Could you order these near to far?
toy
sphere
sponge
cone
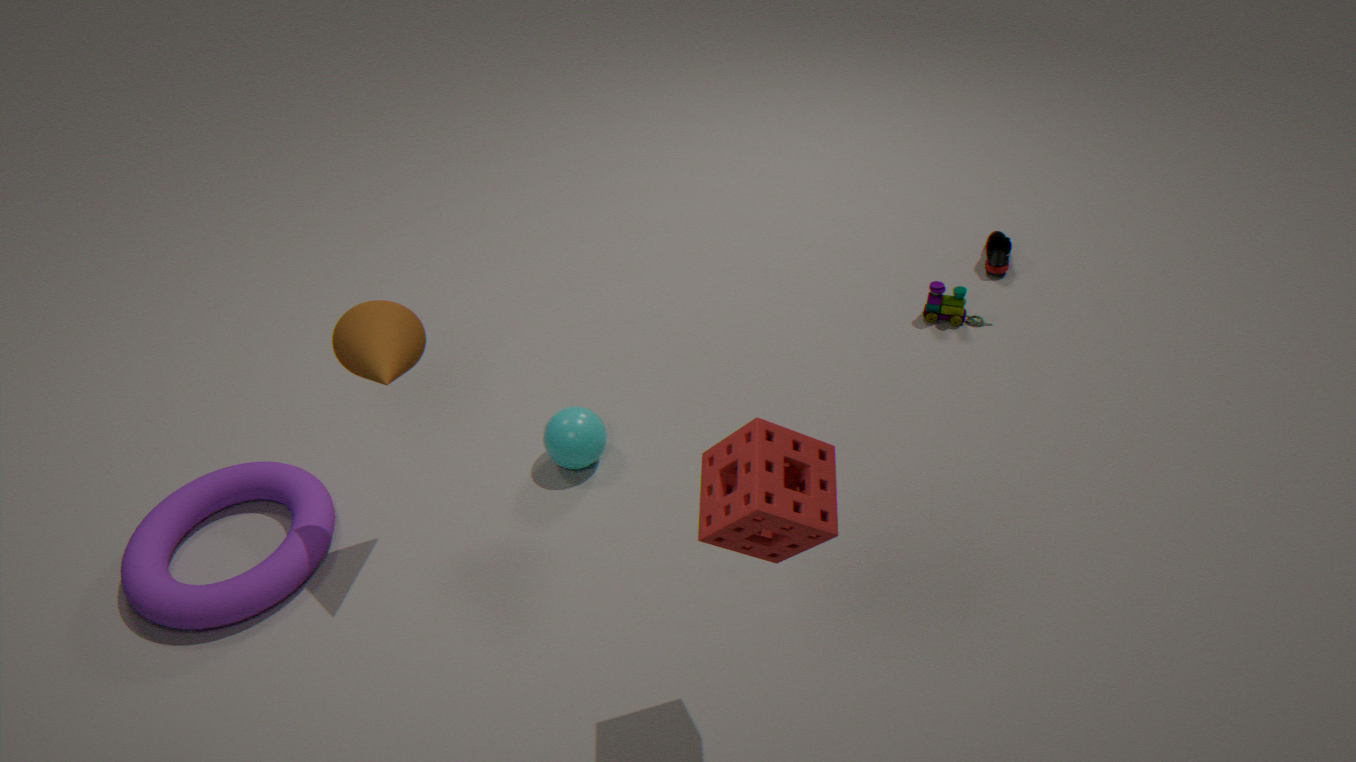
sponge → cone → sphere → toy
